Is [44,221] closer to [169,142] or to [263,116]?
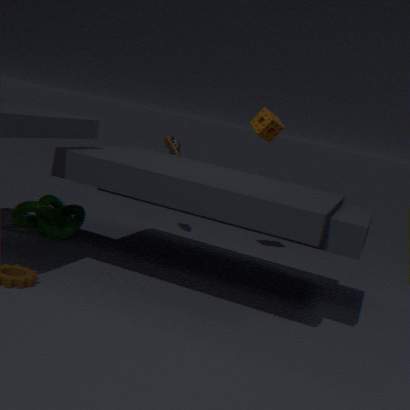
[169,142]
